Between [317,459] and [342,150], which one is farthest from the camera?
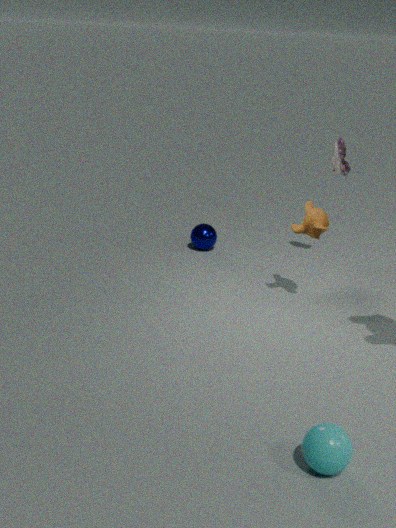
[342,150]
